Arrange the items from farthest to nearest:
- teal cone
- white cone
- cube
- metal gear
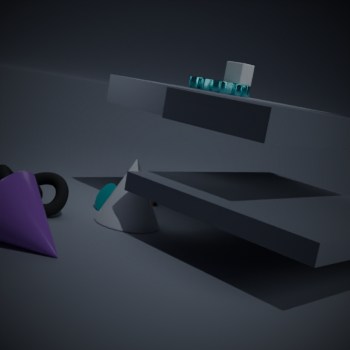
cube
metal gear
teal cone
white cone
